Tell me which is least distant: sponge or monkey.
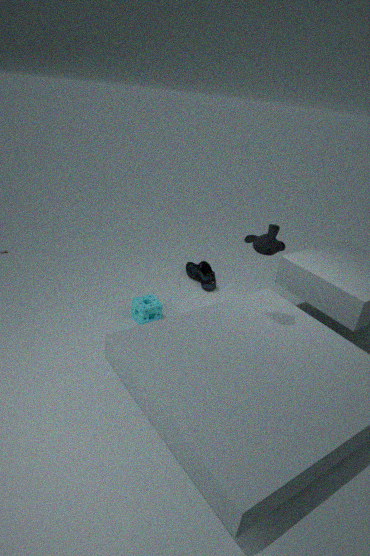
monkey
